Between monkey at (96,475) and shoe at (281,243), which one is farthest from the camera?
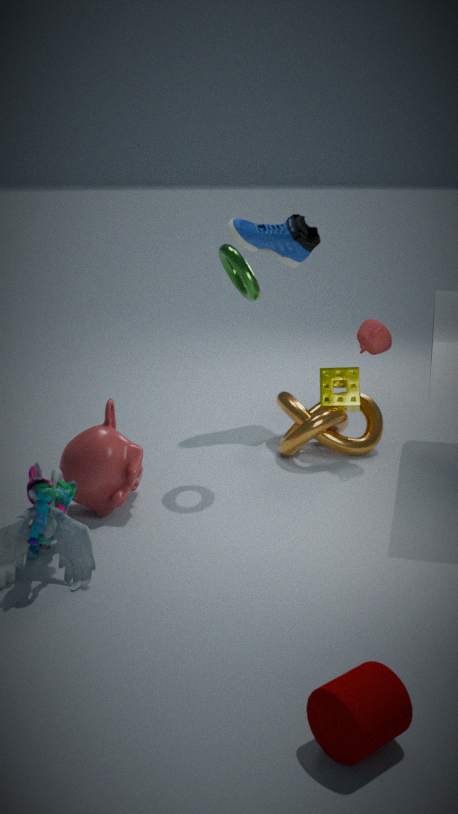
shoe at (281,243)
